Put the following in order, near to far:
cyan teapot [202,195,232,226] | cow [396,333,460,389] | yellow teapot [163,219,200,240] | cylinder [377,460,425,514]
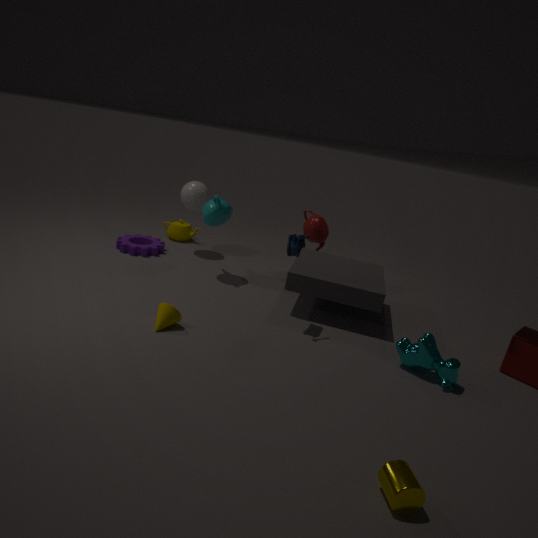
1. cylinder [377,460,425,514]
2. cow [396,333,460,389]
3. cyan teapot [202,195,232,226]
4. yellow teapot [163,219,200,240]
